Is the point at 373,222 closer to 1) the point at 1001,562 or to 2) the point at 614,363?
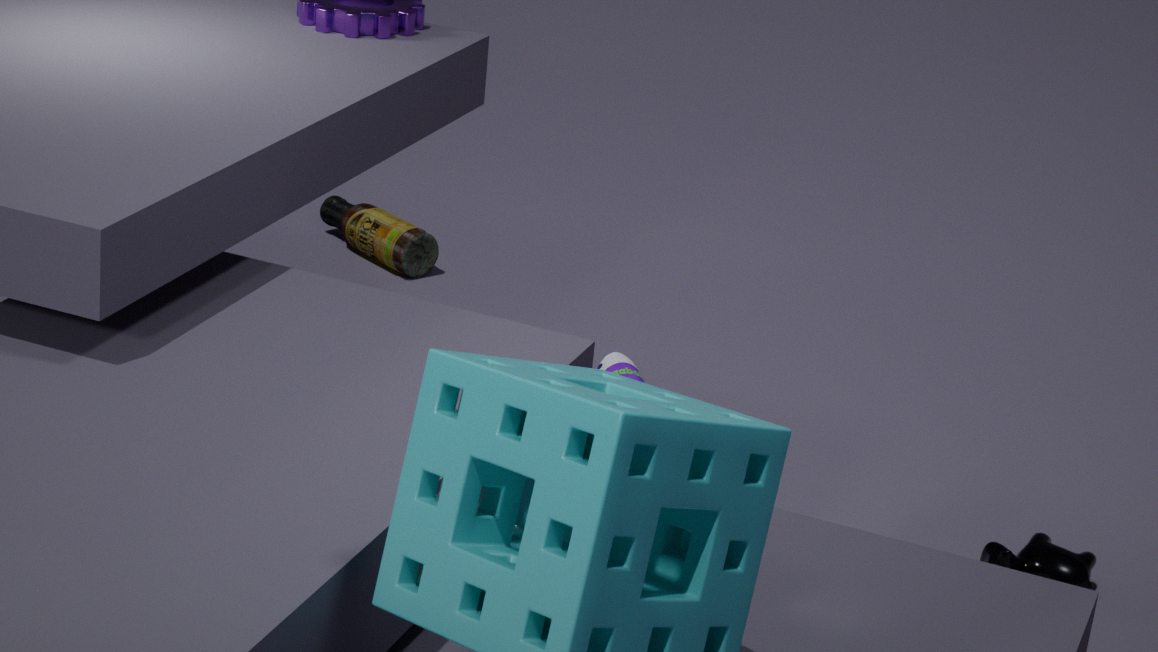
1) the point at 1001,562
